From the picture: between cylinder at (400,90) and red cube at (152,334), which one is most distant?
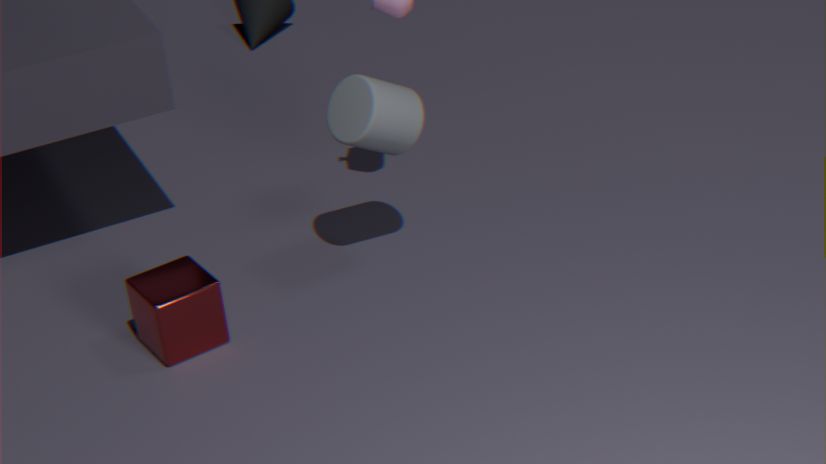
cylinder at (400,90)
